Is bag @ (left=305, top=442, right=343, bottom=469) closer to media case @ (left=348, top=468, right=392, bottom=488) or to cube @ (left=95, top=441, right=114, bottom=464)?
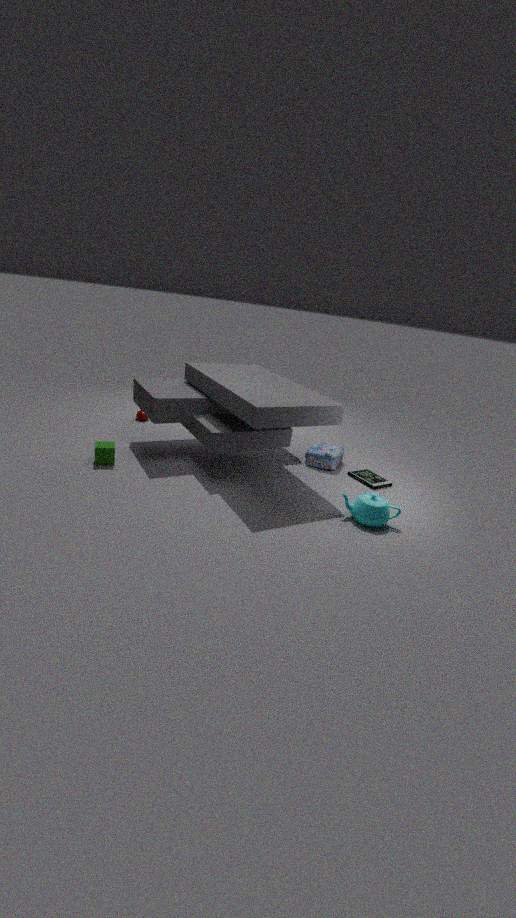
media case @ (left=348, top=468, right=392, bottom=488)
